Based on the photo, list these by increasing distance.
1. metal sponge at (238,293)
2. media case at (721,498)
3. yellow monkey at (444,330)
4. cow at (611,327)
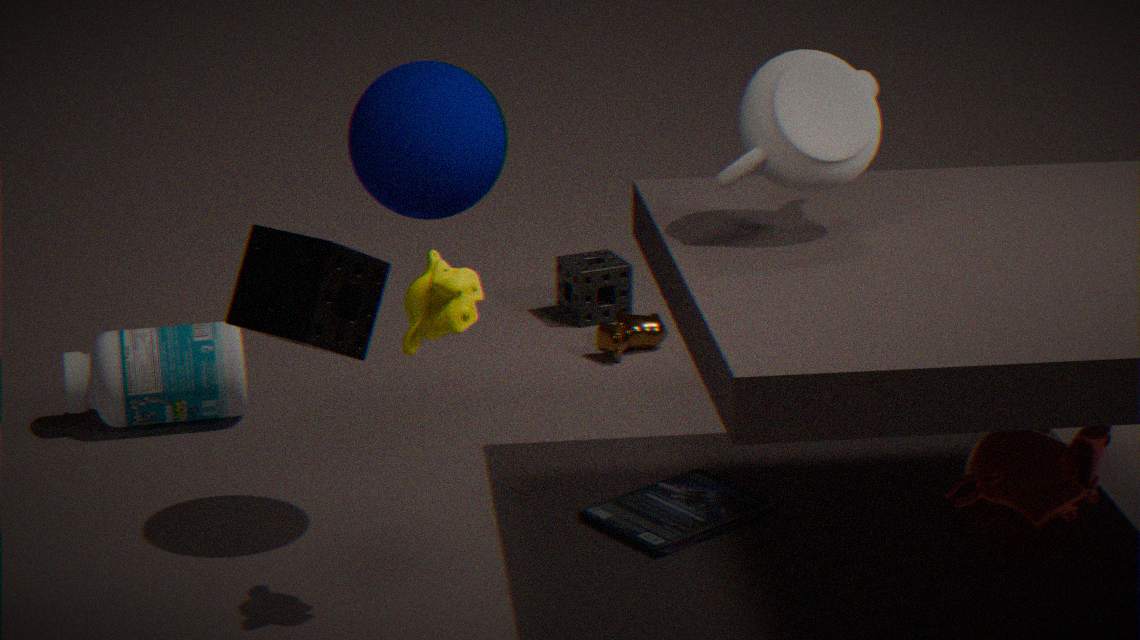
metal sponge at (238,293)
yellow monkey at (444,330)
media case at (721,498)
cow at (611,327)
